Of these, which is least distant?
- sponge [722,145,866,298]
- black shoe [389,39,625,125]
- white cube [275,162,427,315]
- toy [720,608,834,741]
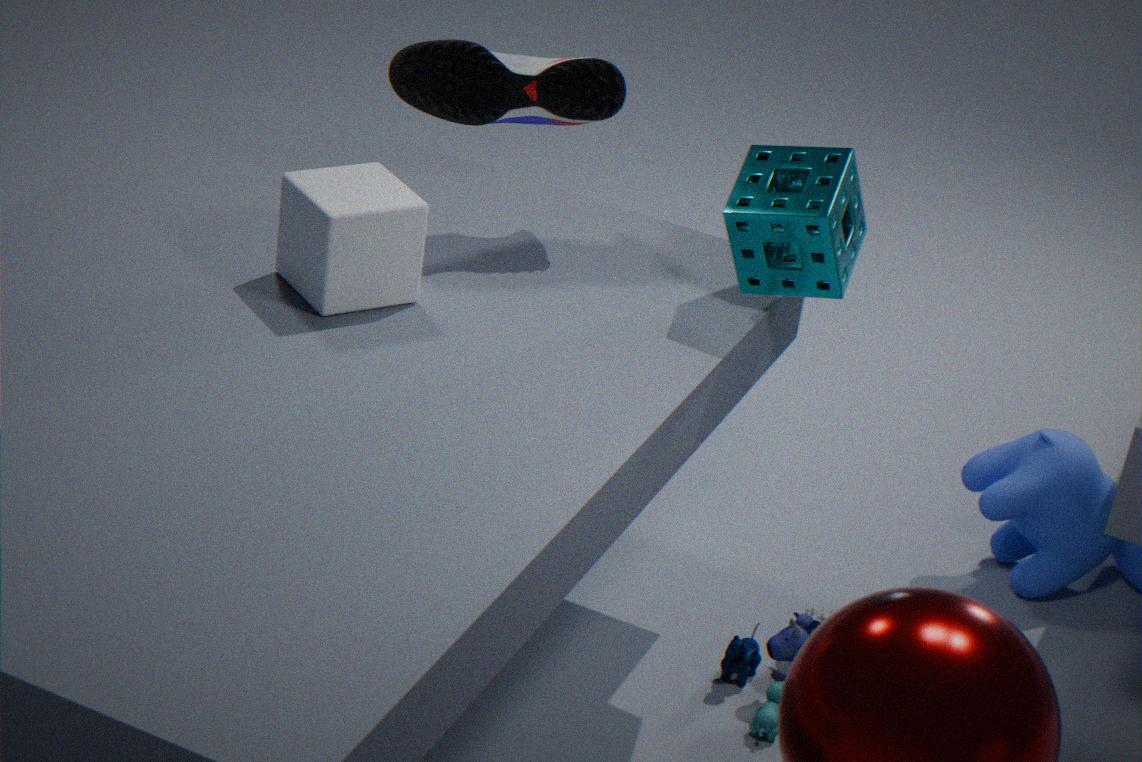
white cube [275,162,427,315]
